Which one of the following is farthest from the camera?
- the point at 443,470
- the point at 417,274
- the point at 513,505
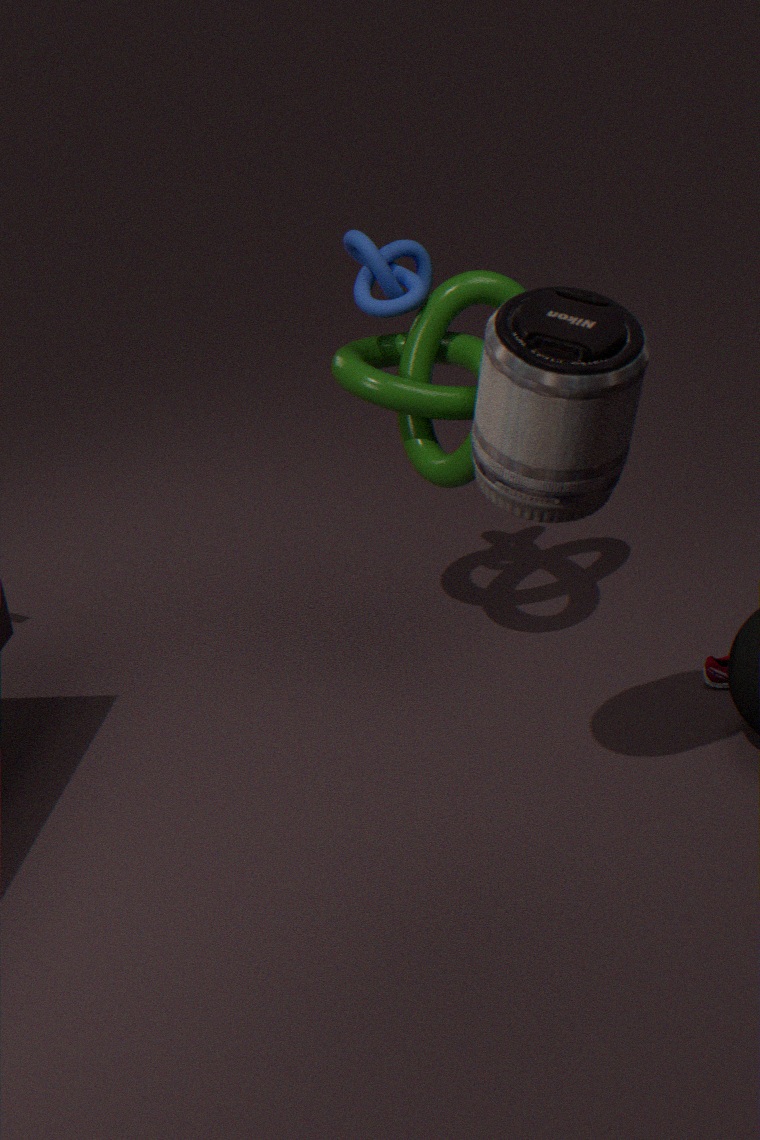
the point at 417,274
